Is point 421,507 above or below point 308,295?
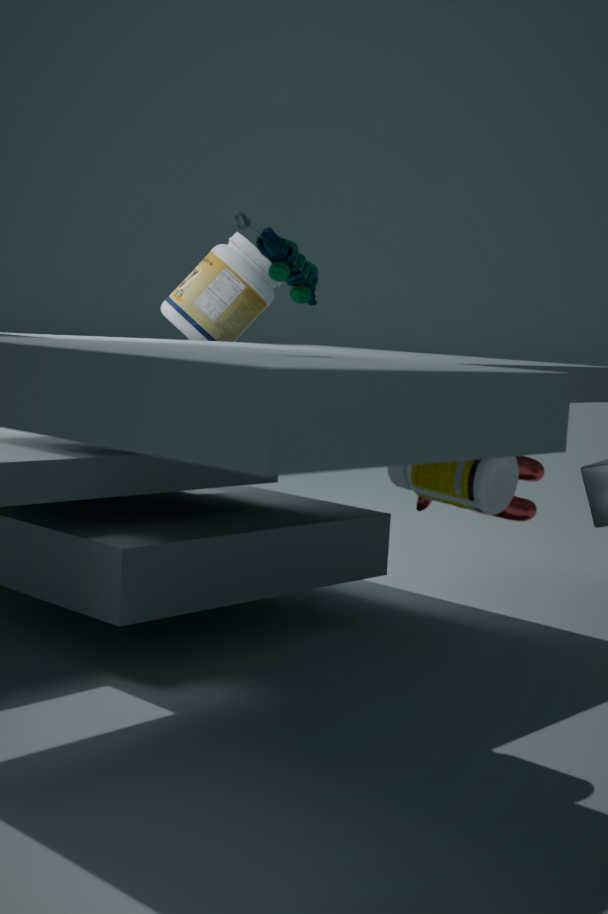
below
